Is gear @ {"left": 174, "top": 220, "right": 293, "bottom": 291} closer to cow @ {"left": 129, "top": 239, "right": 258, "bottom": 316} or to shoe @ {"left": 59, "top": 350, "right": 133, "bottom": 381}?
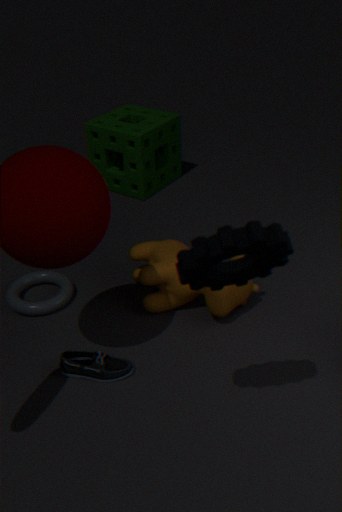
cow @ {"left": 129, "top": 239, "right": 258, "bottom": 316}
